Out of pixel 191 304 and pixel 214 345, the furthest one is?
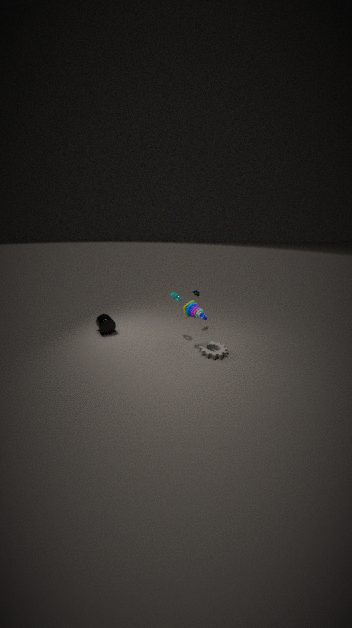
pixel 214 345
